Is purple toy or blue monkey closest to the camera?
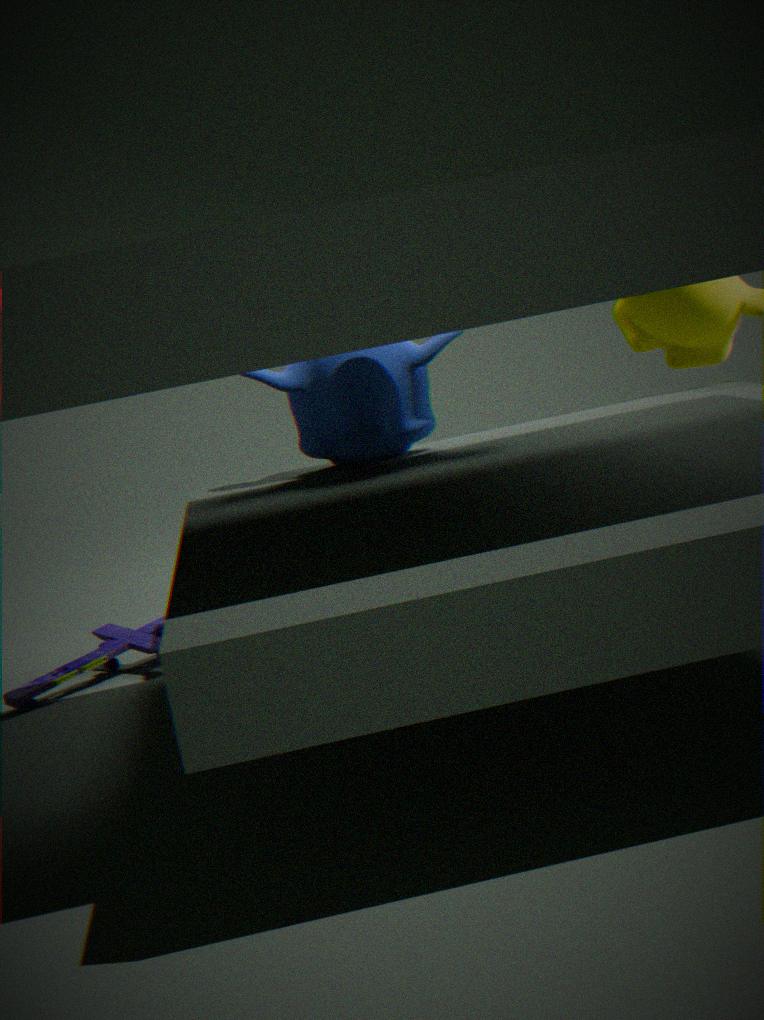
blue monkey
